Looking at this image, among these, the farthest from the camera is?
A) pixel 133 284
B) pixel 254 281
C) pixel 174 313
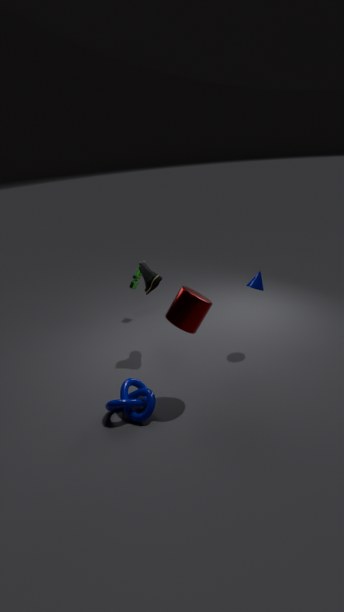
pixel 133 284
